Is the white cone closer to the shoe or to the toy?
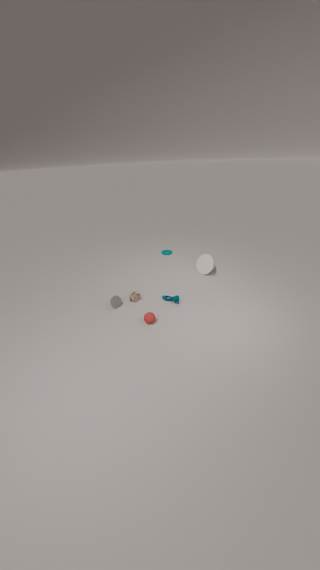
the shoe
